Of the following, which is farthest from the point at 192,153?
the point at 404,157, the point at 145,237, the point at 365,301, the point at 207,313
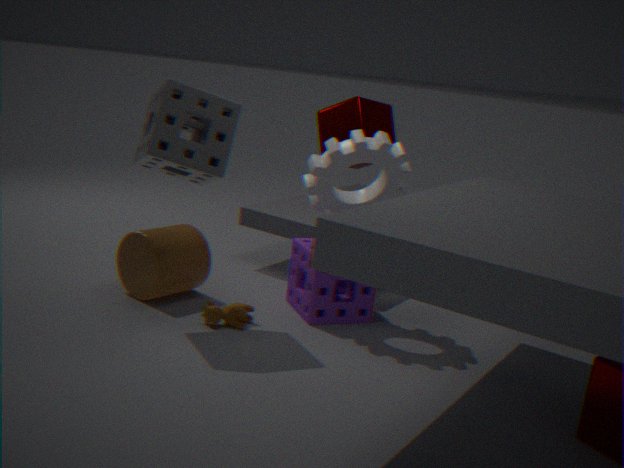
the point at 365,301
